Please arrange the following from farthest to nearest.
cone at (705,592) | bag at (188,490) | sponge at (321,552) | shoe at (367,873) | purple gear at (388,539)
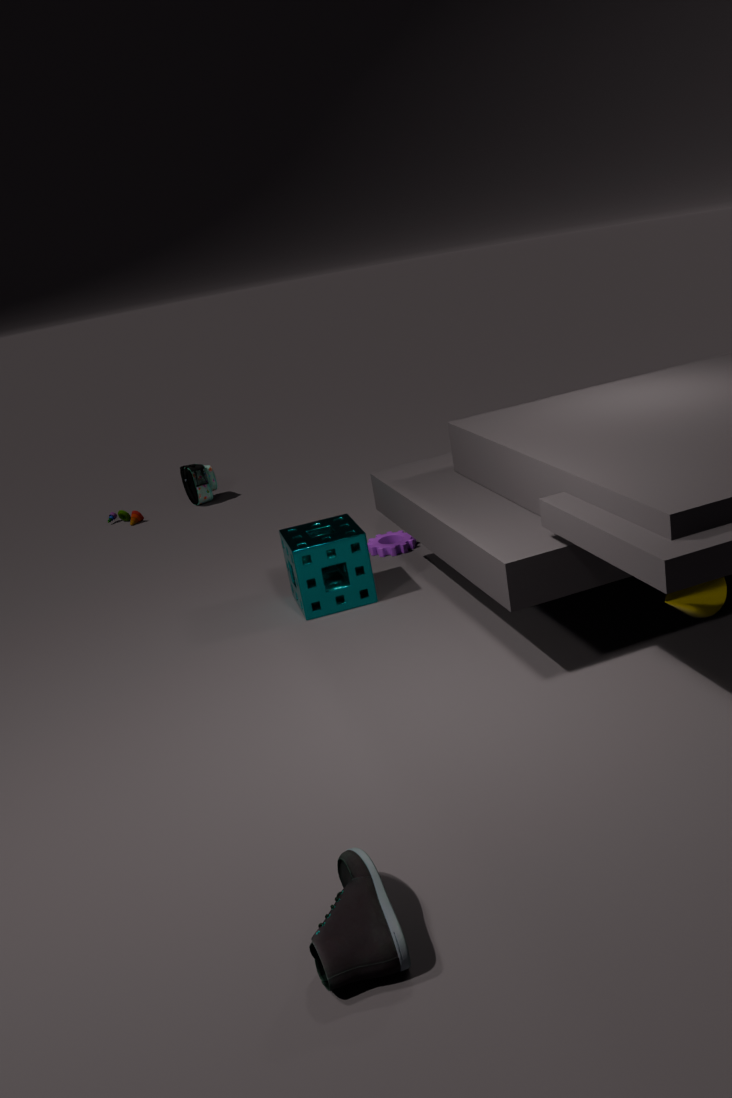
bag at (188,490), purple gear at (388,539), sponge at (321,552), cone at (705,592), shoe at (367,873)
